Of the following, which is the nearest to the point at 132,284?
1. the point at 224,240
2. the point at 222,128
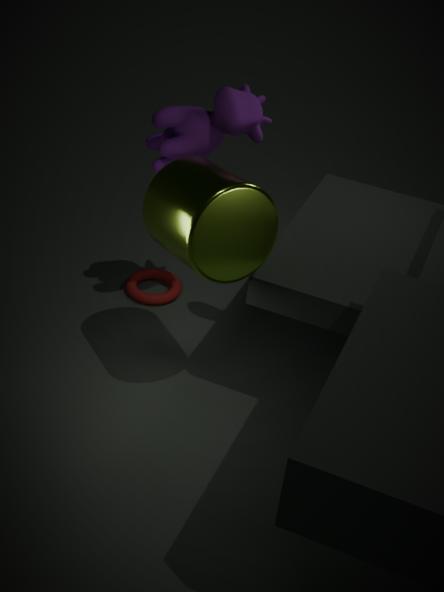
the point at 222,128
